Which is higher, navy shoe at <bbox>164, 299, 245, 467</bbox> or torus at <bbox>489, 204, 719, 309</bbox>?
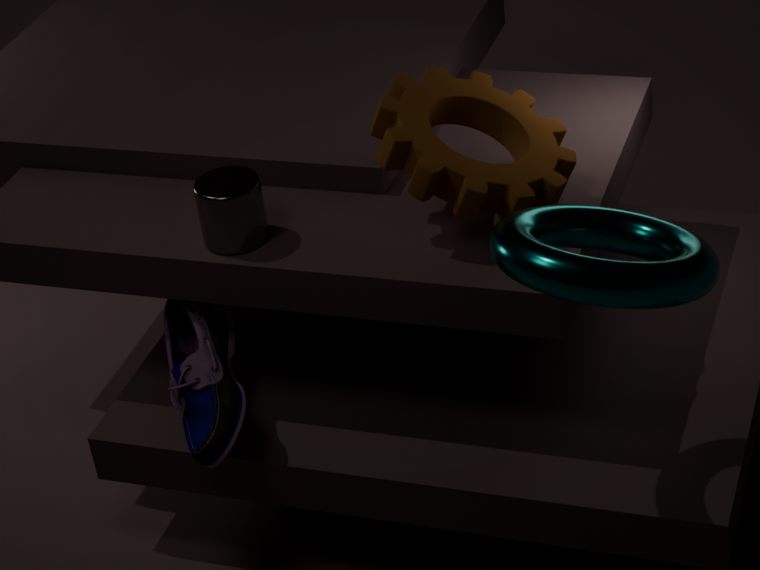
torus at <bbox>489, 204, 719, 309</bbox>
